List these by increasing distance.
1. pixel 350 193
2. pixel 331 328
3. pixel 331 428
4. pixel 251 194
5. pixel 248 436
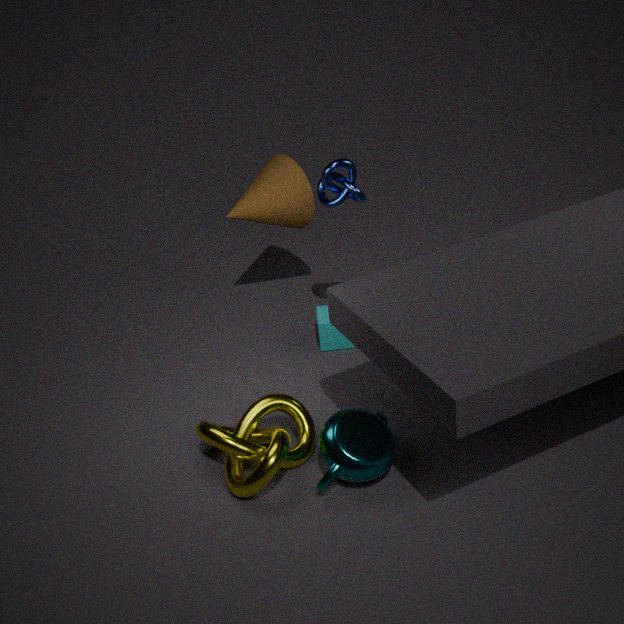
pixel 331 428
pixel 248 436
pixel 350 193
pixel 331 328
pixel 251 194
